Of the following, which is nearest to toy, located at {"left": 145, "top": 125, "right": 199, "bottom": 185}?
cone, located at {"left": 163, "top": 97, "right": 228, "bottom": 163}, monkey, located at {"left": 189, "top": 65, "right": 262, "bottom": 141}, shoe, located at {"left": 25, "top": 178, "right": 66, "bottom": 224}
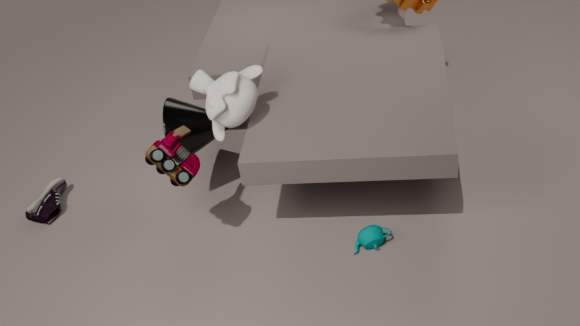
monkey, located at {"left": 189, "top": 65, "right": 262, "bottom": 141}
